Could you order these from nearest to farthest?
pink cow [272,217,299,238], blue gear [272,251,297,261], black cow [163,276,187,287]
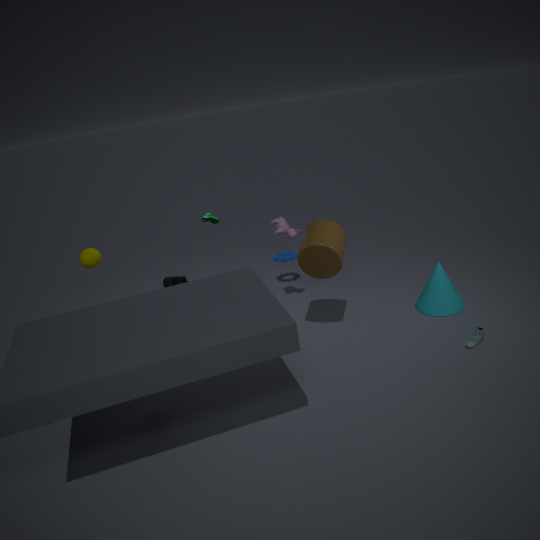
1. black cow [163,276,187,287]
2. pink cow [272,217,299,238]
3. blue gear [272,251,297,261]
